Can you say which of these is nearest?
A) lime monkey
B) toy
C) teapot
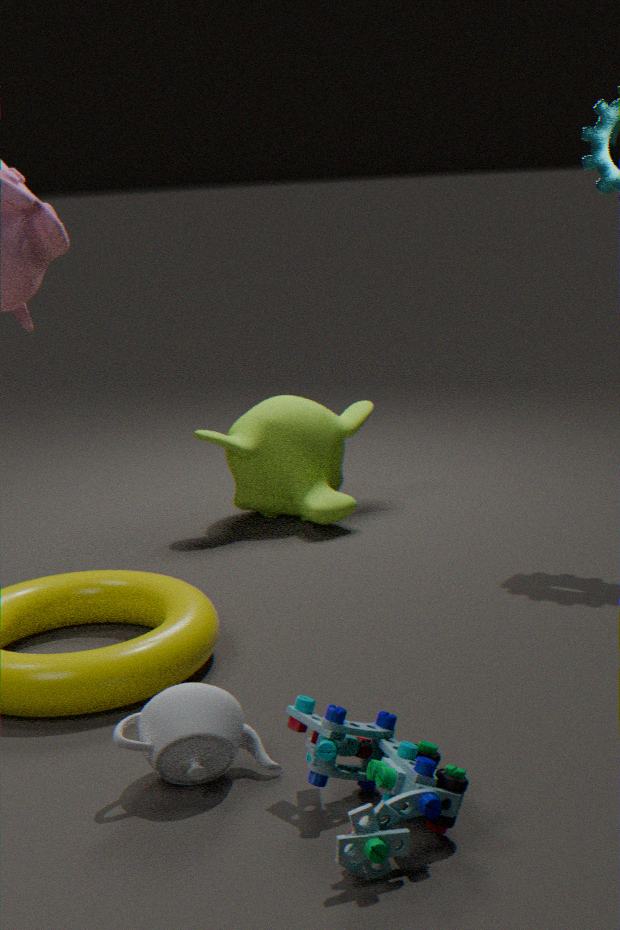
toy
